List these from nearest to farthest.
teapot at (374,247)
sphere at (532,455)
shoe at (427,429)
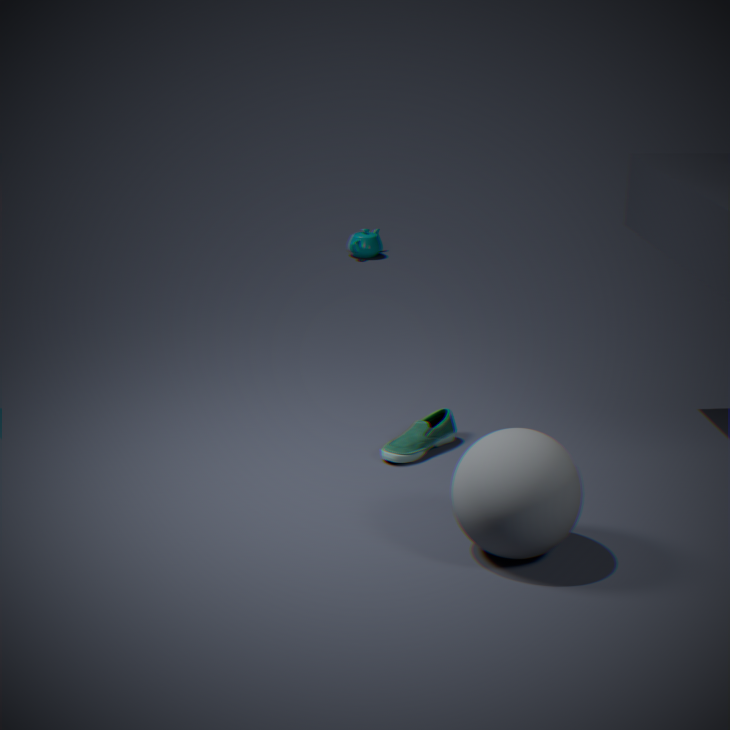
sphere at (532,455) < shoe at (427,429) < teapot at (374,247)
